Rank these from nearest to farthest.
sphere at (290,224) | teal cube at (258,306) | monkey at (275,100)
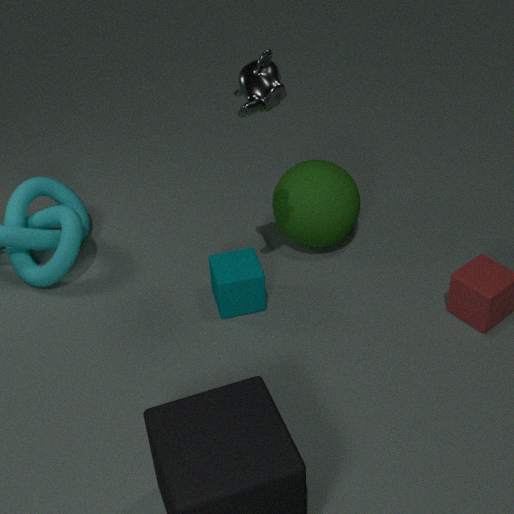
monkey at (275,100) < teal cube at (258,306) < sphere at (290,224)
